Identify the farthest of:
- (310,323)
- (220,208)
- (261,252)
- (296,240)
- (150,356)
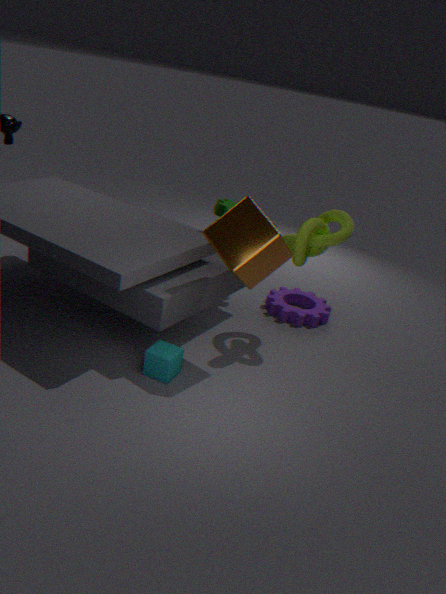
(310,323)
